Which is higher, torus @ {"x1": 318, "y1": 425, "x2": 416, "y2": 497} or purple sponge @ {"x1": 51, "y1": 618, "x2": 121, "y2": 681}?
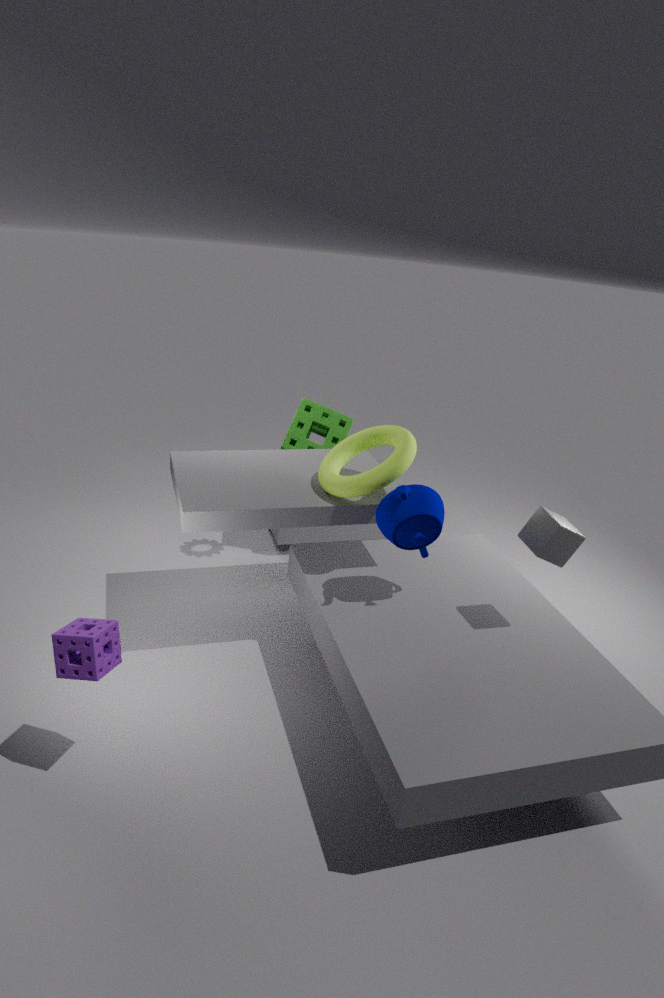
torus @ {"x1": 318, "y1": 425, "x2": 416, "y2": 497}
